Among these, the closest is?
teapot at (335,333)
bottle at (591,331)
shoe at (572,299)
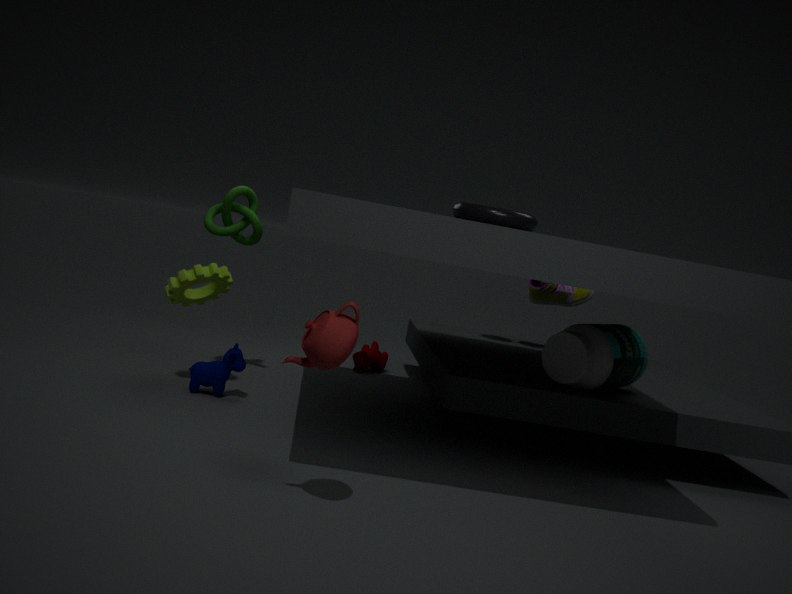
teapot at (335,333)
